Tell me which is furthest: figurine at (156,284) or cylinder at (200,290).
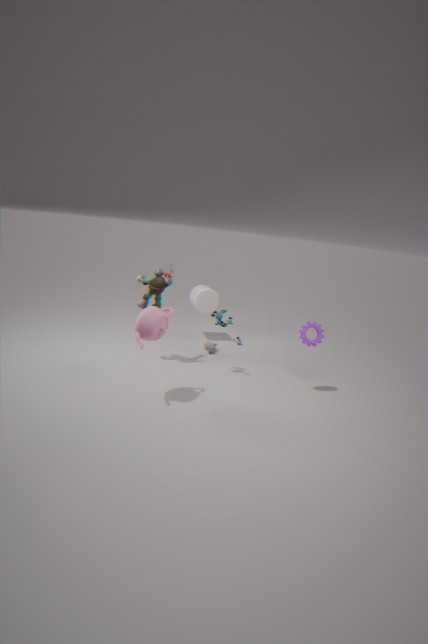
cylinder at (200,290)
